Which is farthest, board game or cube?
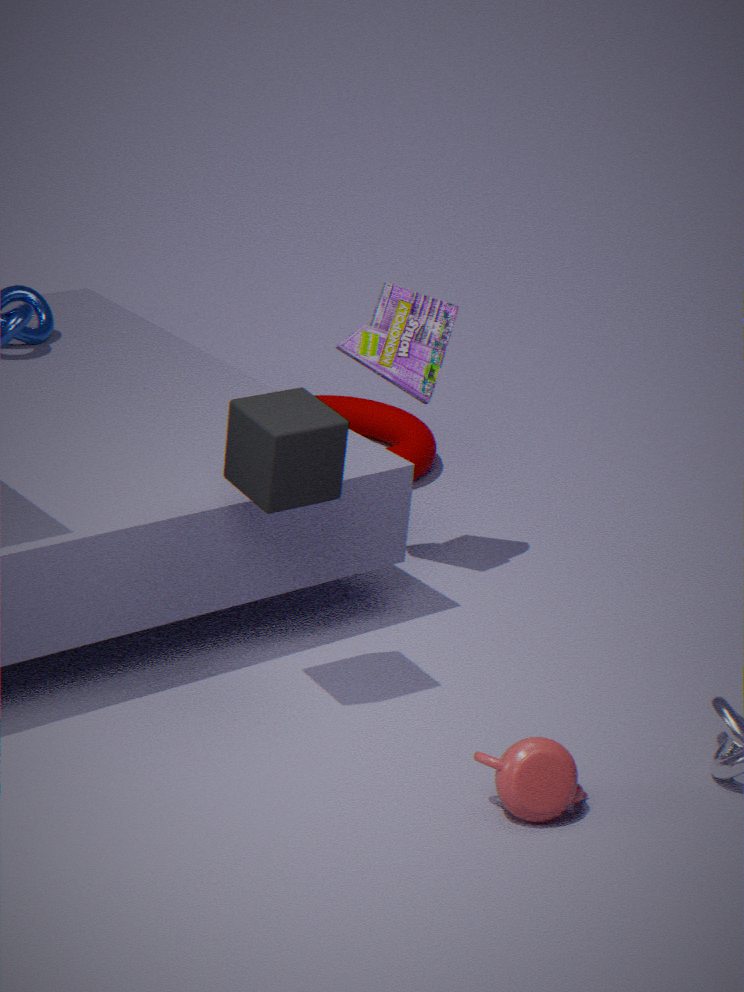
board game
